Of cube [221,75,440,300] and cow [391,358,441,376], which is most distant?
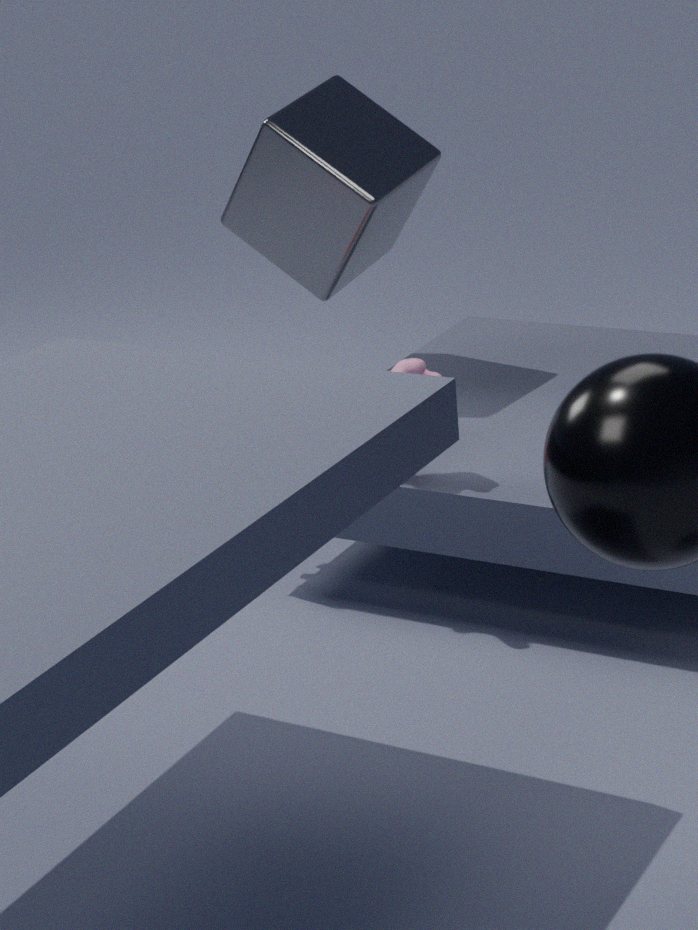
cube [221,75,440,300]
